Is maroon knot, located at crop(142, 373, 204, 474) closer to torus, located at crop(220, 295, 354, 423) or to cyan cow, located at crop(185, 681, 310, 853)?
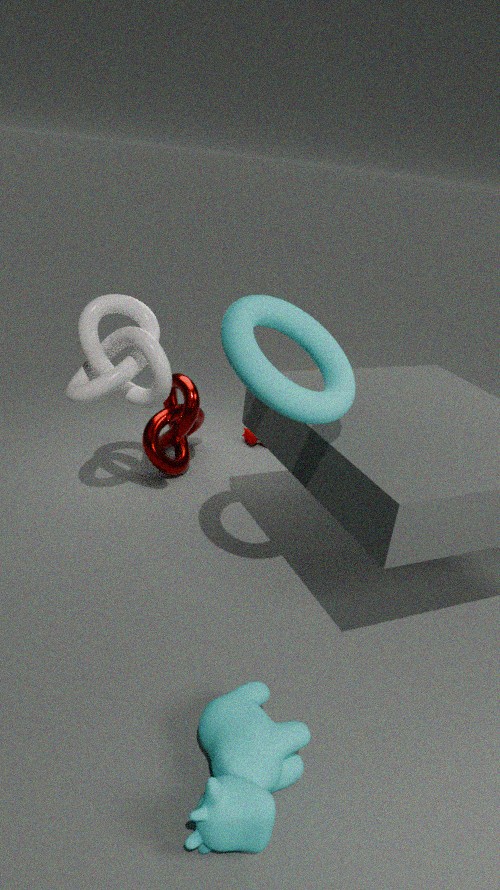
torus, located at crop(220, 295, 354, 423)
